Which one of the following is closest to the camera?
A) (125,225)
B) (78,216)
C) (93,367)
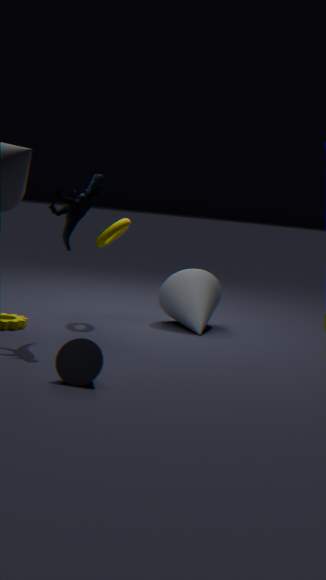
(93,367)
